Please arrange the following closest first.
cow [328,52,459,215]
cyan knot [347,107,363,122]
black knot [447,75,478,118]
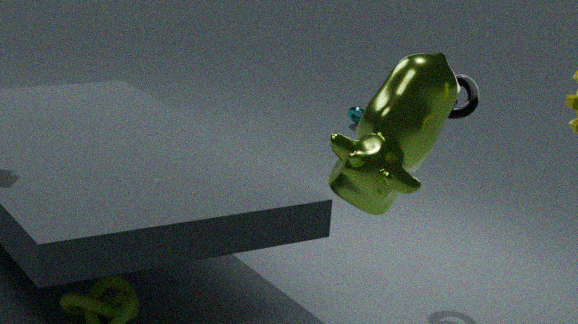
1. cow [328,52,459,215]
2. black knot [447,75,478,118]
3. cyan knot [347,107,363,122]
